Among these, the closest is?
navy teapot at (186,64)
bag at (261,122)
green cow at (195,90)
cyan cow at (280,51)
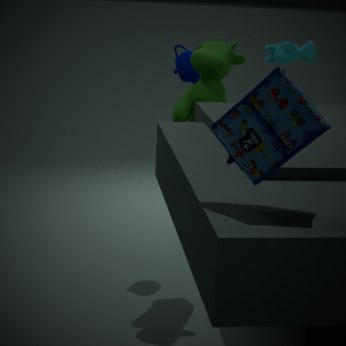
bag at (261,122)
